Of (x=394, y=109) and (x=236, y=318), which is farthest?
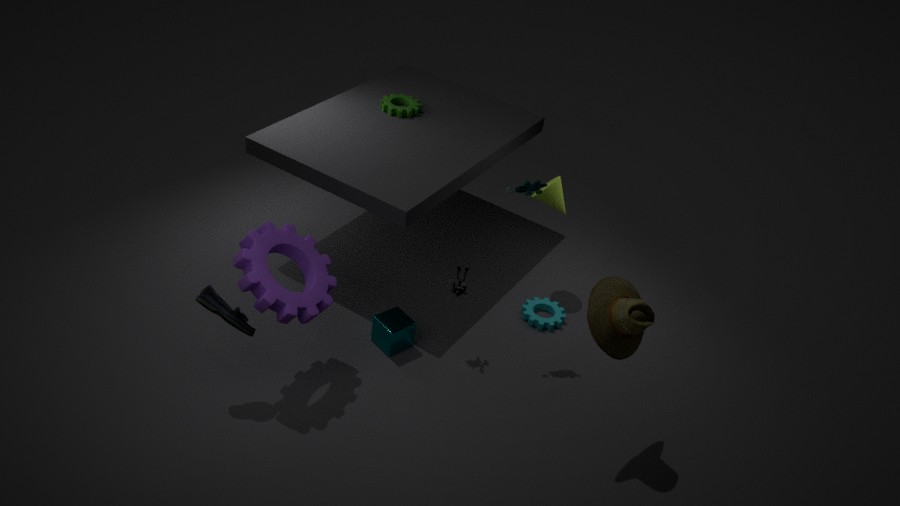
(x=394, y=109)
